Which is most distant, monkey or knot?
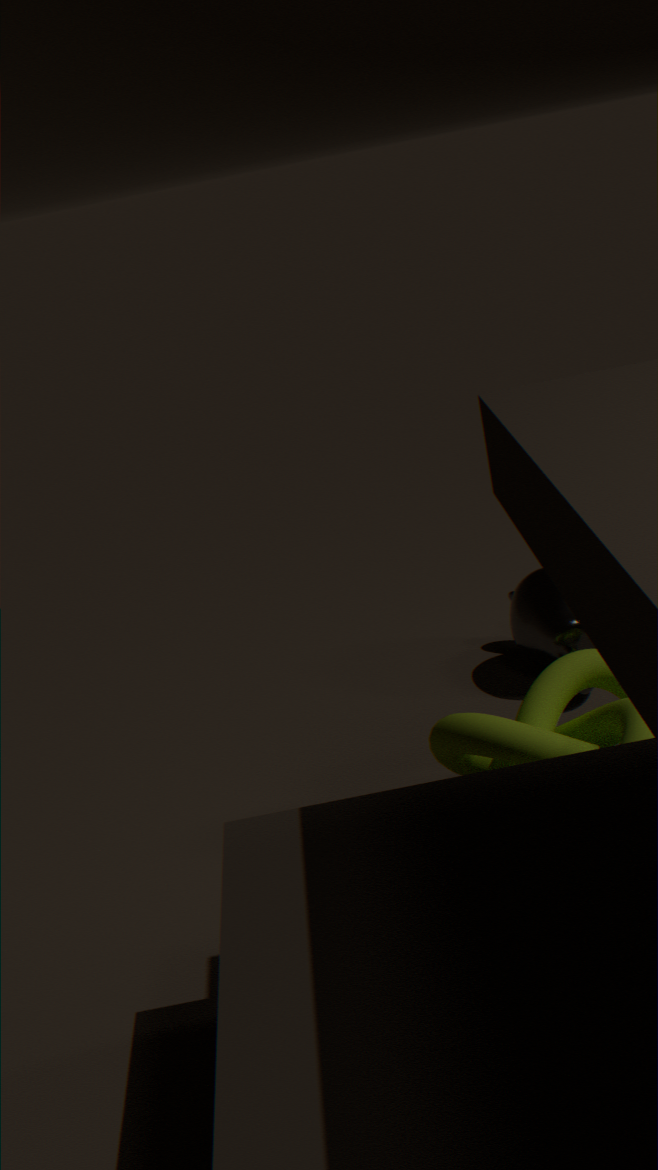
monkey
